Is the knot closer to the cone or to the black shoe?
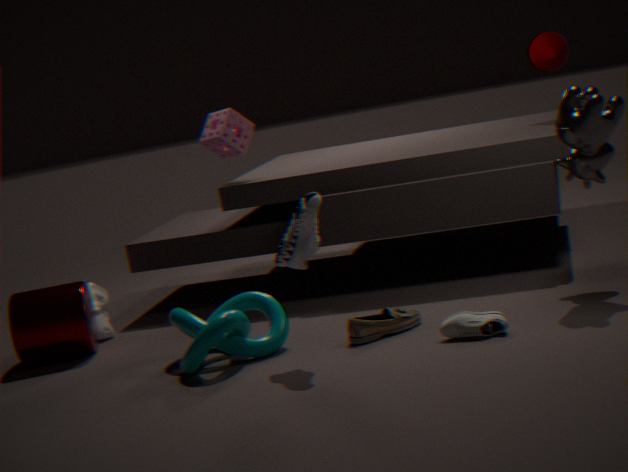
the black shoe
